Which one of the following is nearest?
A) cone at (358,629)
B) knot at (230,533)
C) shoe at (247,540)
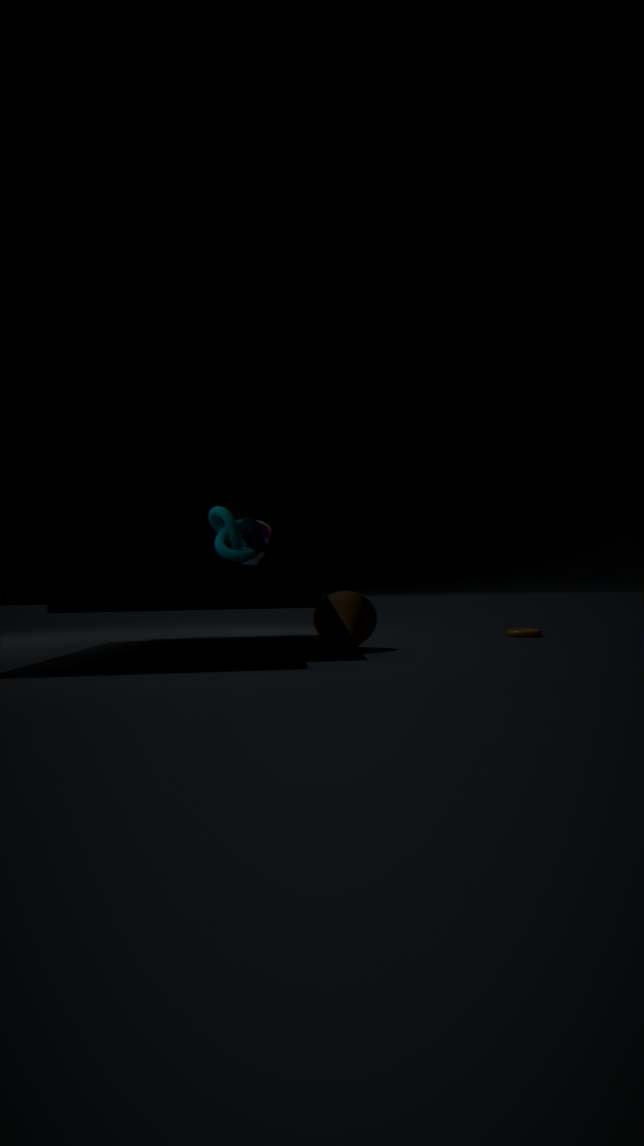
cone at (358,629)
